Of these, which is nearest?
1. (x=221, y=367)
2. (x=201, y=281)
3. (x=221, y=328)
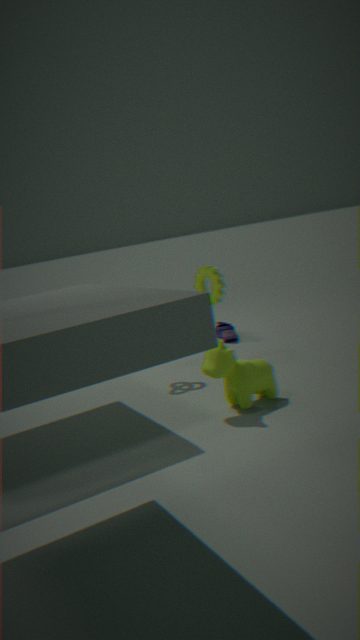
(x=221, y=367)
